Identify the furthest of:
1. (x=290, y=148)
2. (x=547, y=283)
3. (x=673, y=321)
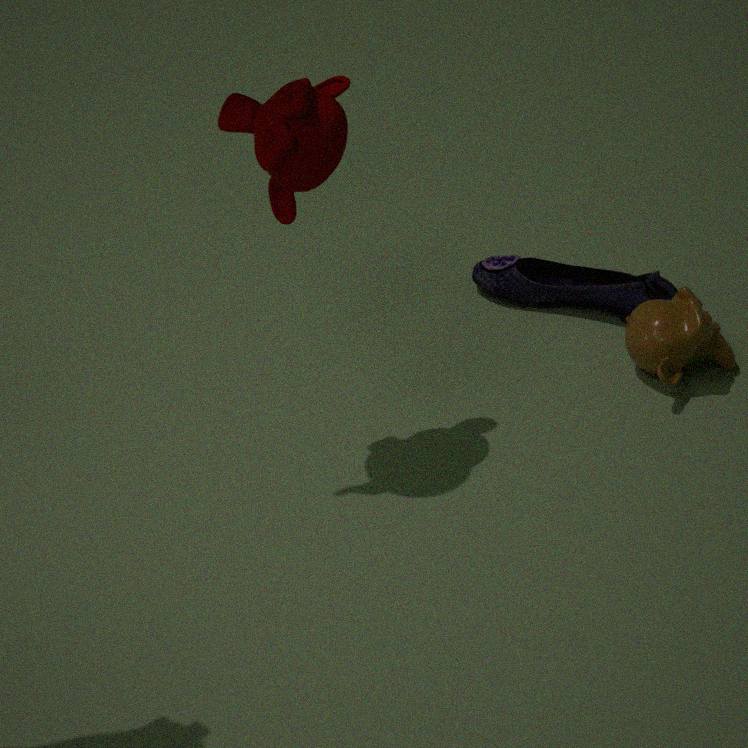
(x=547, y=283)
